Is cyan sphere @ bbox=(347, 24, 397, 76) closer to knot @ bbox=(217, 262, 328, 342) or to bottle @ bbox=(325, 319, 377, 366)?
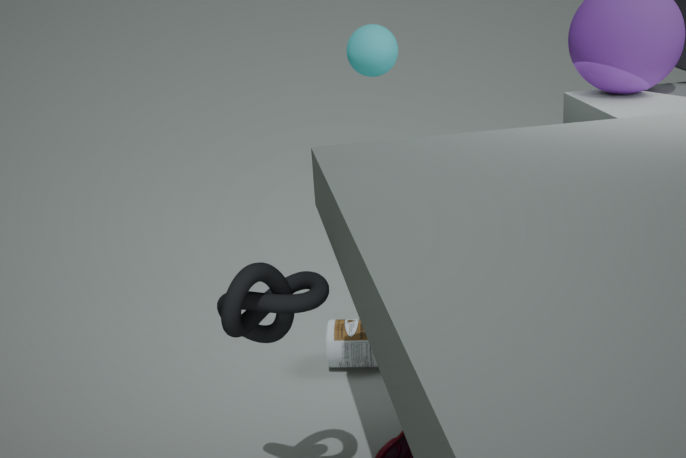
bottle @ bbox=(325, 319, 377, 366)
